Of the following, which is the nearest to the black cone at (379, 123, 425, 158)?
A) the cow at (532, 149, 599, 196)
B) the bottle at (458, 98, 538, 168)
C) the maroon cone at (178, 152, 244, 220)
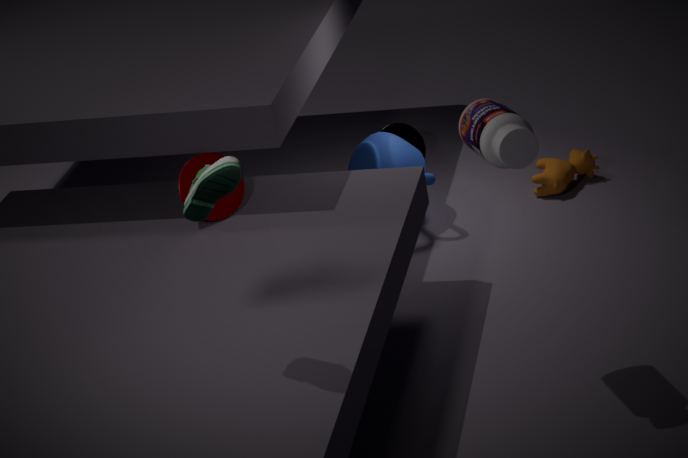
the cow at (532, 149, 599, 196)
